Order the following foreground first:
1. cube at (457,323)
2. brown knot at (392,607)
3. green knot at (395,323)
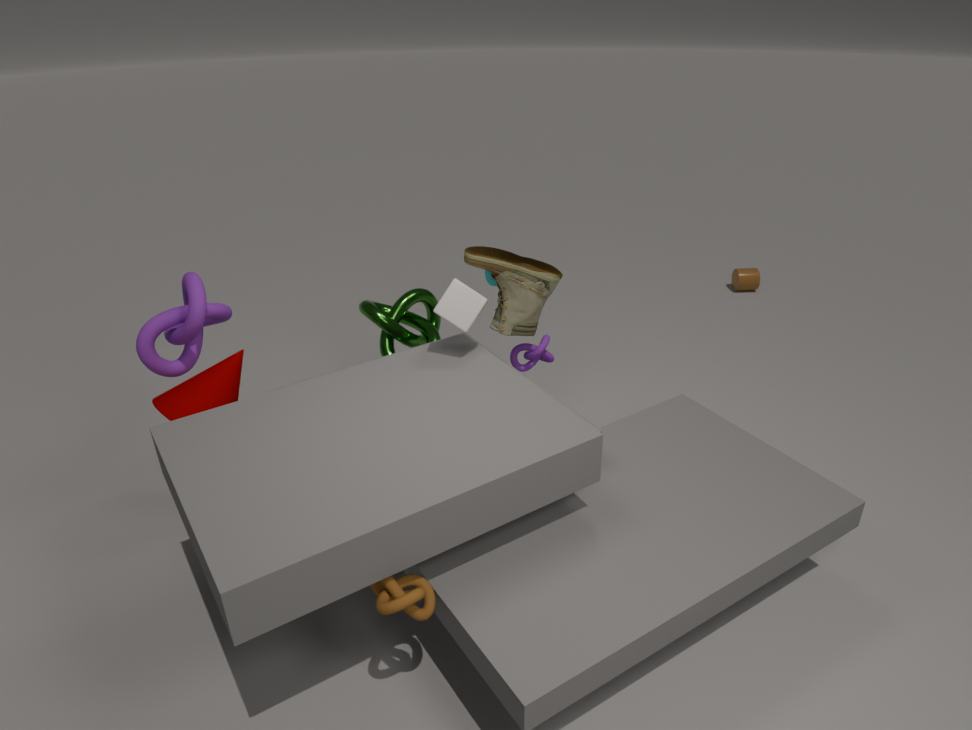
brown knot at (392,607) → cube at (457,323) → green knot at (395,323)
